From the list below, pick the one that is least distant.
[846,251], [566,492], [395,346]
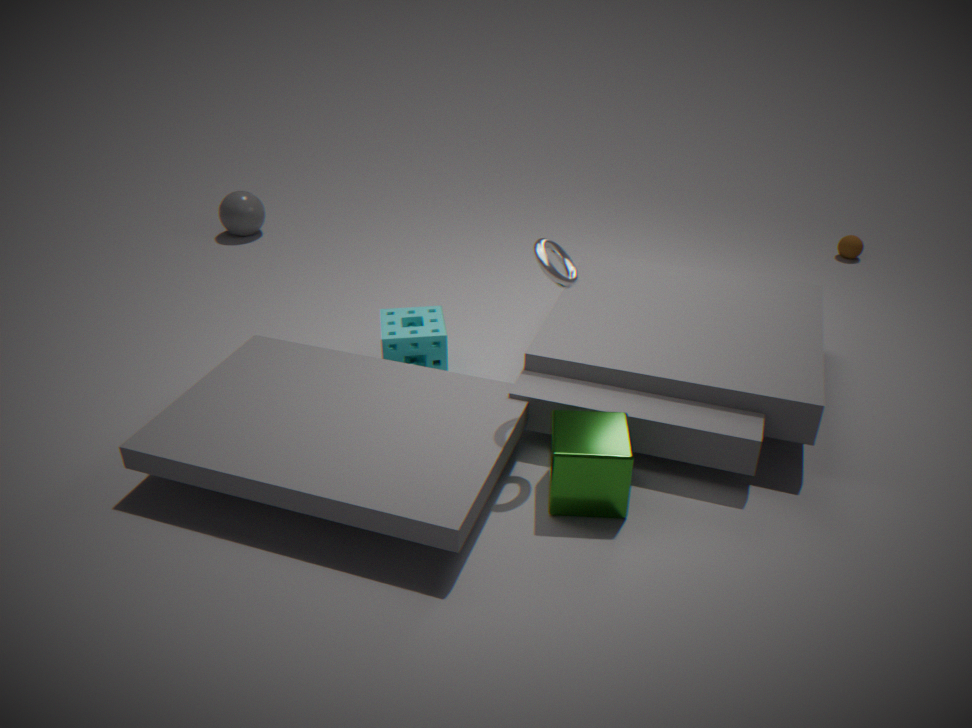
[566,492]
